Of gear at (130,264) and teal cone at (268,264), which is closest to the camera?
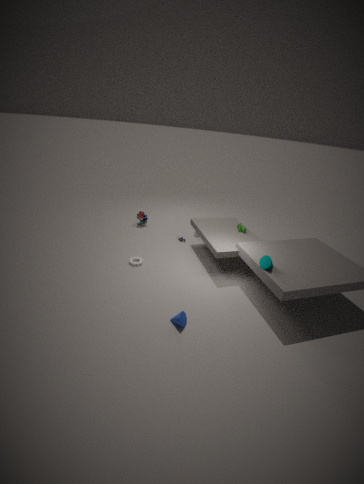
teal cone at (268,264)
